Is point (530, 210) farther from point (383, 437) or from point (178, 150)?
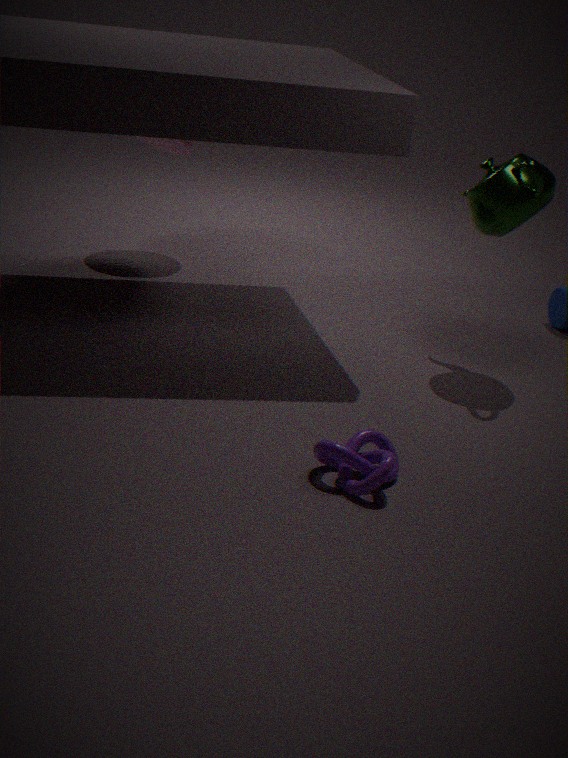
point (178, 150)
